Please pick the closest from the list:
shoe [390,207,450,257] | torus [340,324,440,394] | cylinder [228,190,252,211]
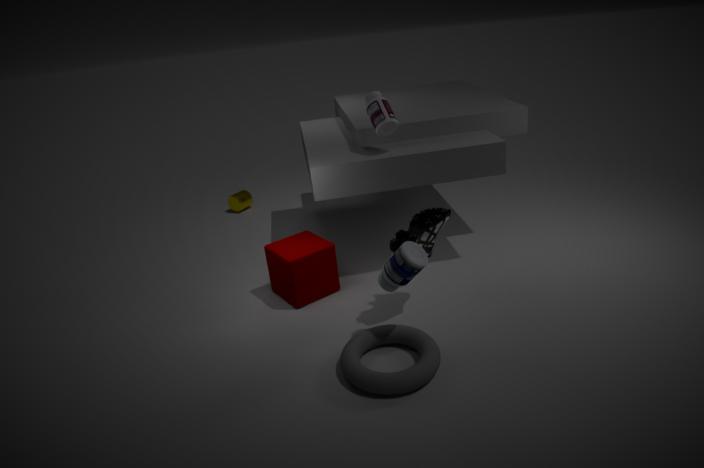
torus [340,324,440,394]
